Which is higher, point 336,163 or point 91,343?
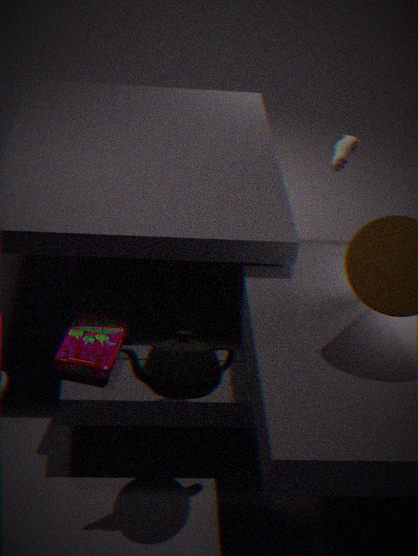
point 336,163
